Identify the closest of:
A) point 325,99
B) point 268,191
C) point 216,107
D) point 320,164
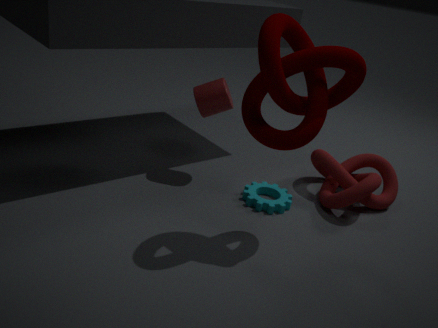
point 325,99
